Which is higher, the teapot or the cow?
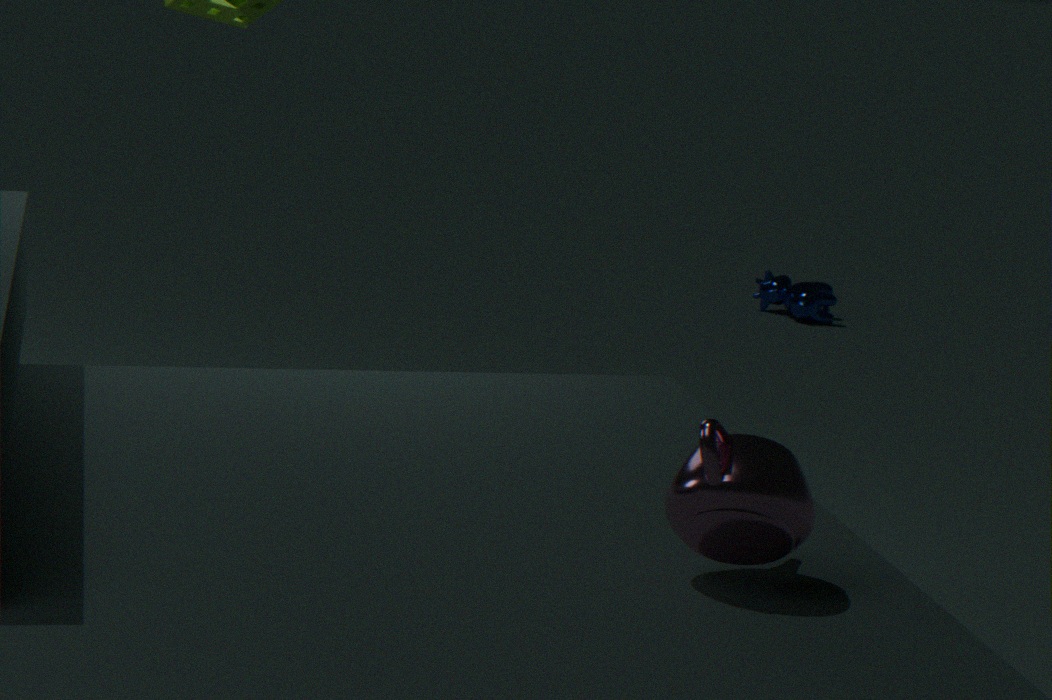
the teapot
